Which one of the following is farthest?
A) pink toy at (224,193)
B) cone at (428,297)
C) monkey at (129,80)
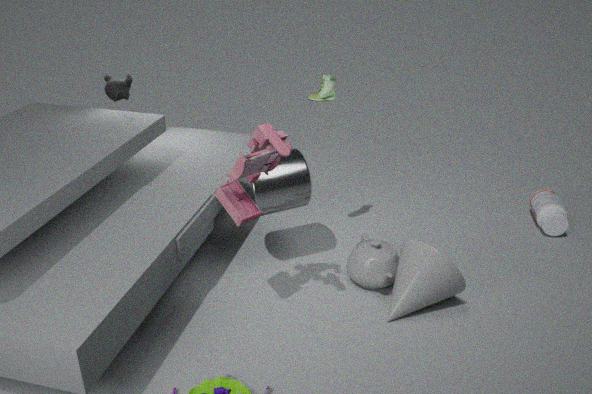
monkey at (129,80)
